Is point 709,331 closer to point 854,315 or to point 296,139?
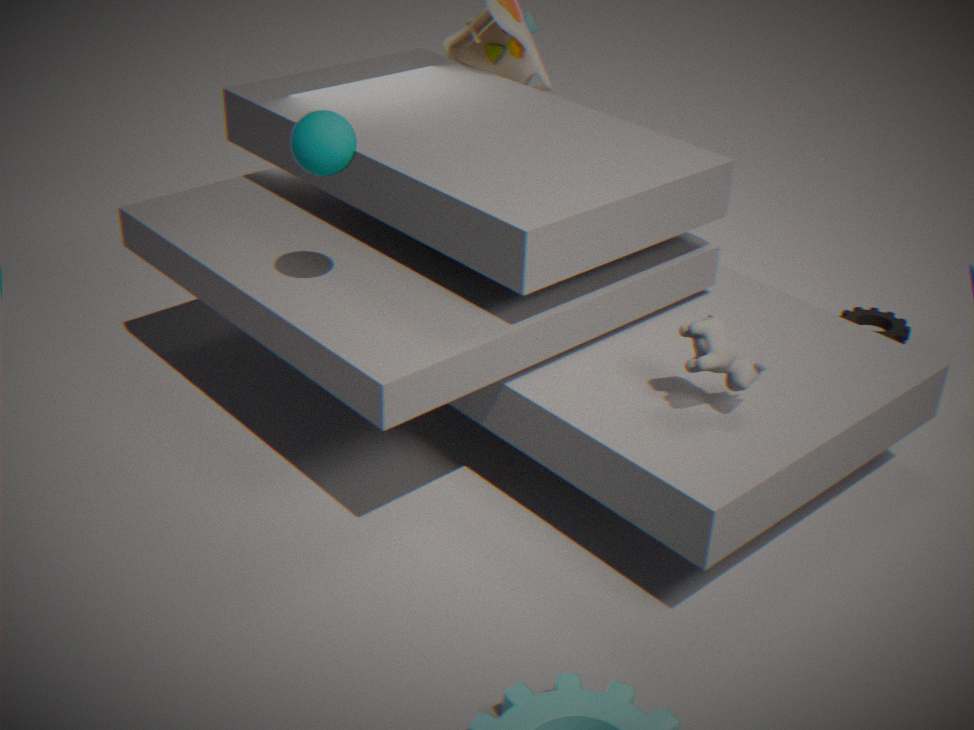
point 296,139
